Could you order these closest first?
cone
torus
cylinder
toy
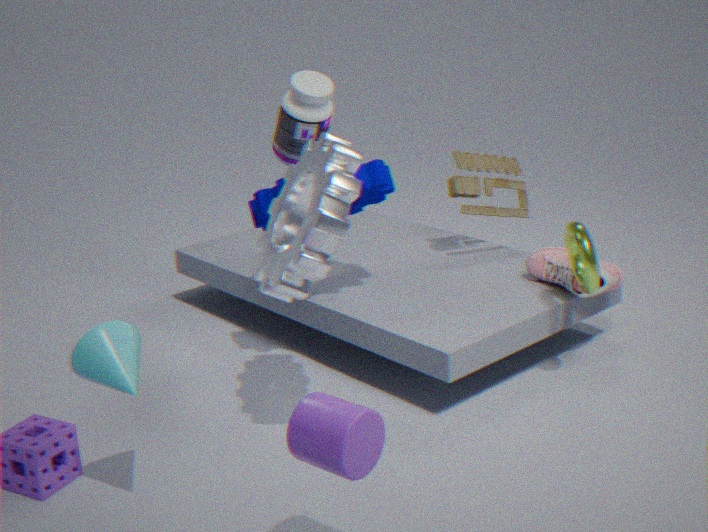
cylinder, cone, torus, toy
